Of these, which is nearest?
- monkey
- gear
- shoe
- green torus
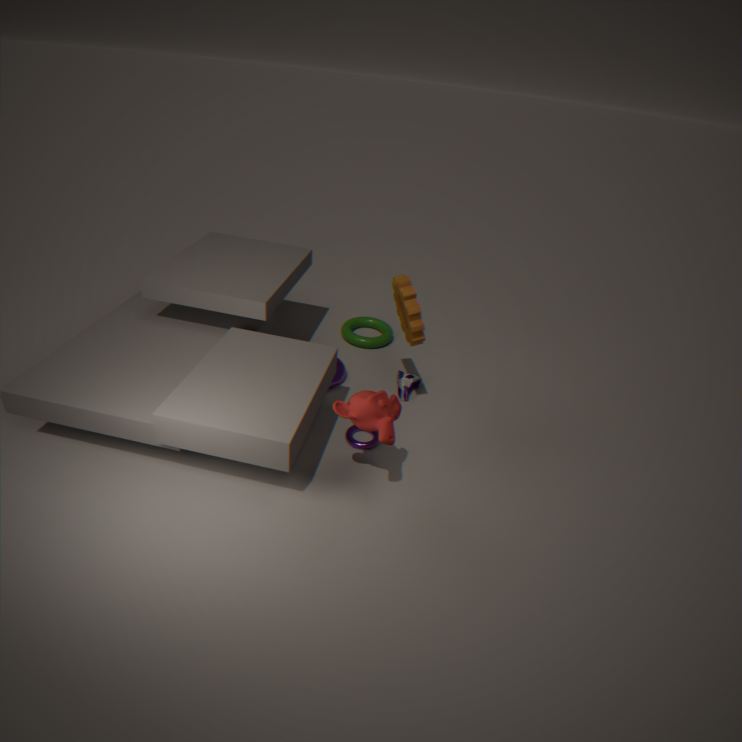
monkey
